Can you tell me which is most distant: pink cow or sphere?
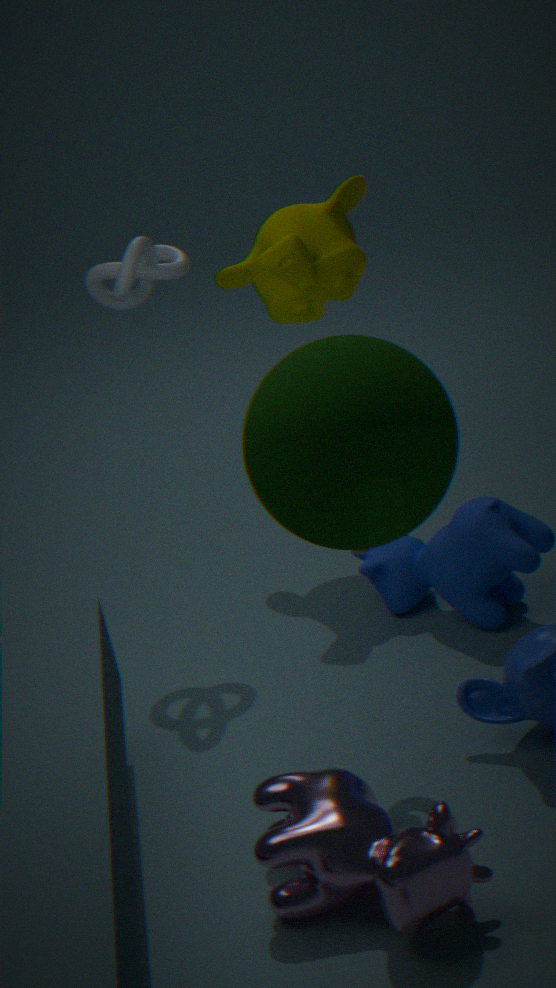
pink cow
